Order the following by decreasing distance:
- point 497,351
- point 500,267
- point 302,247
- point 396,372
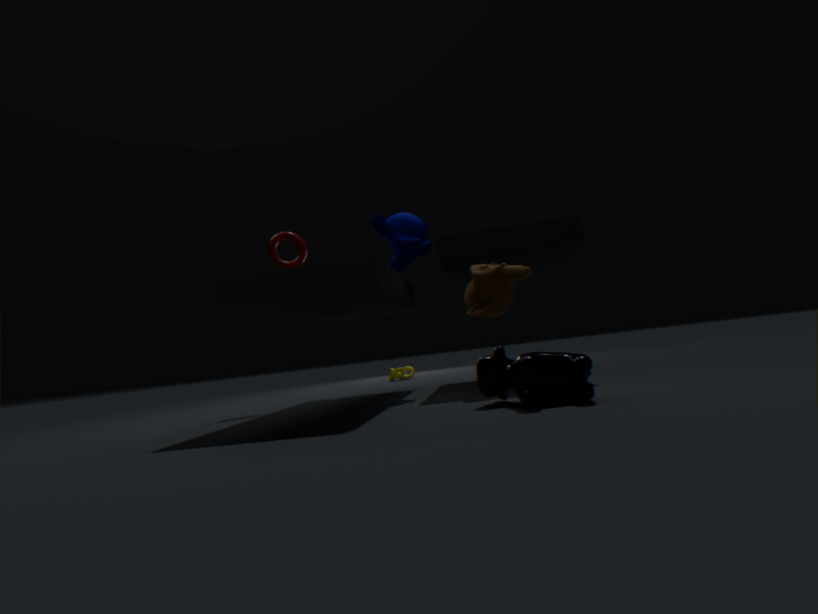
1. point 396,372
2. point 302,247
3. point 500,267
4. point 497,351
